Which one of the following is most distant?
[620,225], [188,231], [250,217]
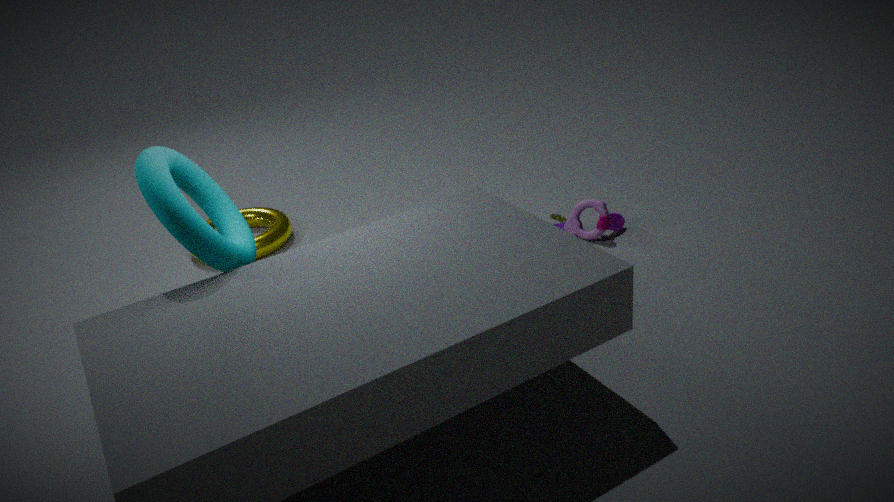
[250,217]
